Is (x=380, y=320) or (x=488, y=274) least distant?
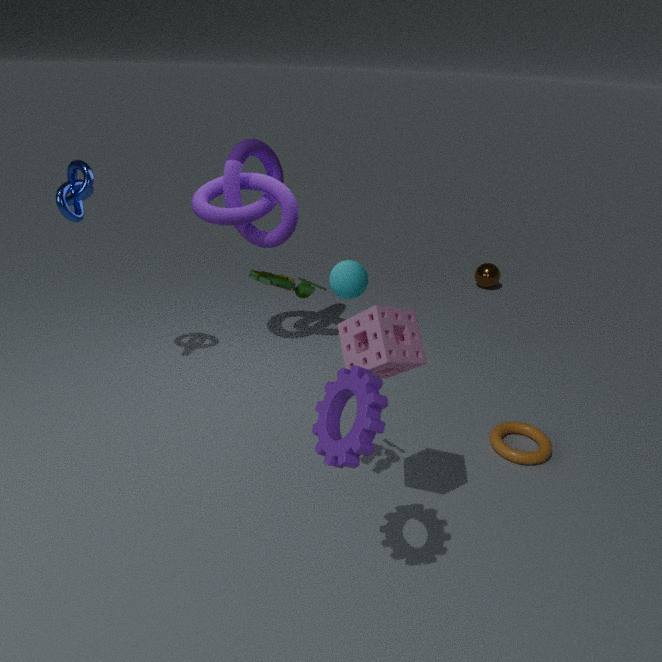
(x=380, y=320)
